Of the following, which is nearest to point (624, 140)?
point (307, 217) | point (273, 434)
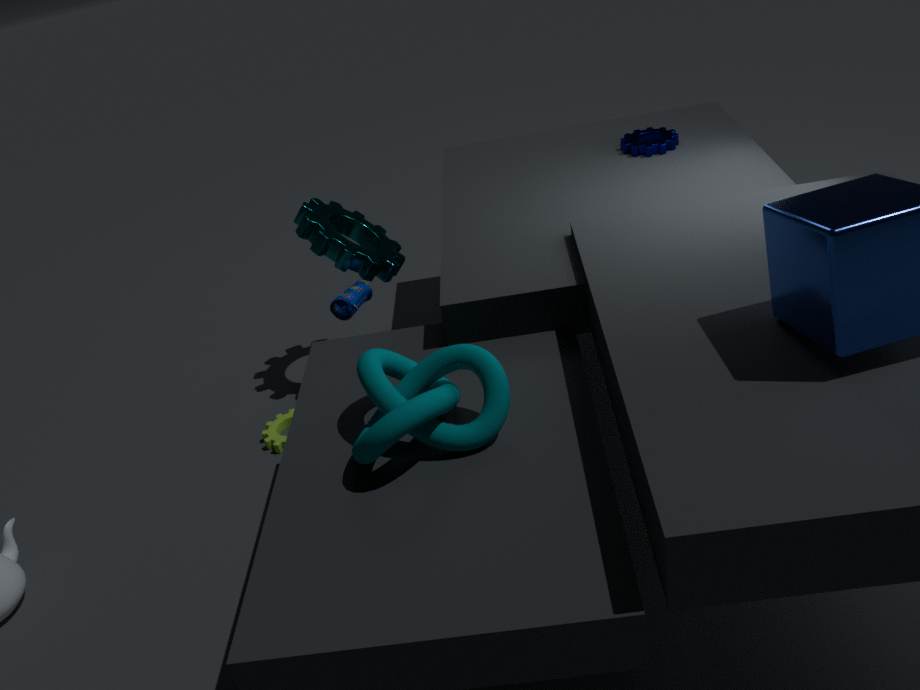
point (307, 217)
